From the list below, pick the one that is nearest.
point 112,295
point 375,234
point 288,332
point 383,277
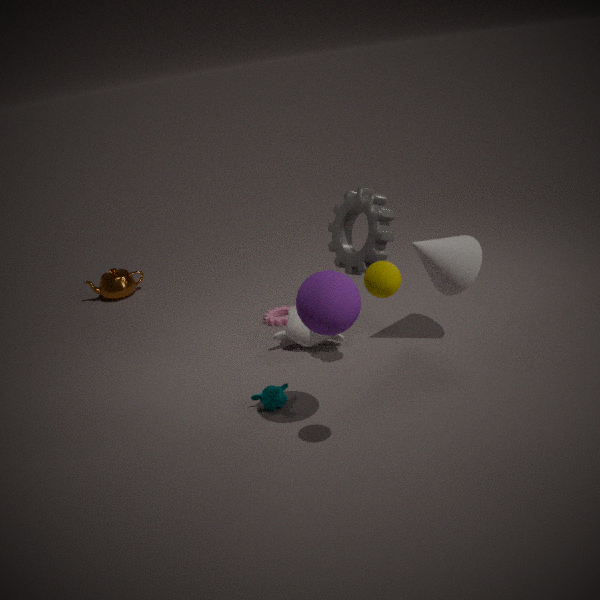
point 383,277
